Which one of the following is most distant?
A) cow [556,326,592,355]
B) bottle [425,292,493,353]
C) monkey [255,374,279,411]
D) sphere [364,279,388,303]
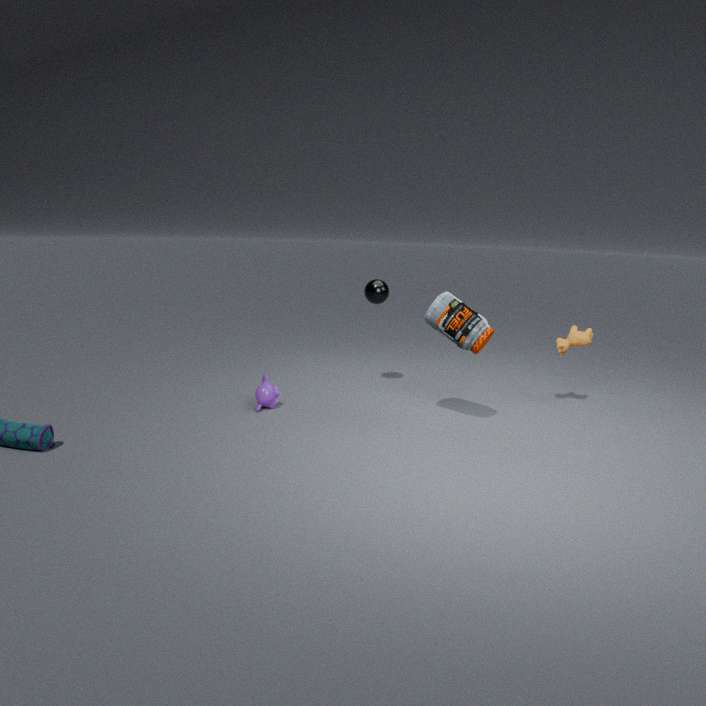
D. sphere [364,279,388,303]
